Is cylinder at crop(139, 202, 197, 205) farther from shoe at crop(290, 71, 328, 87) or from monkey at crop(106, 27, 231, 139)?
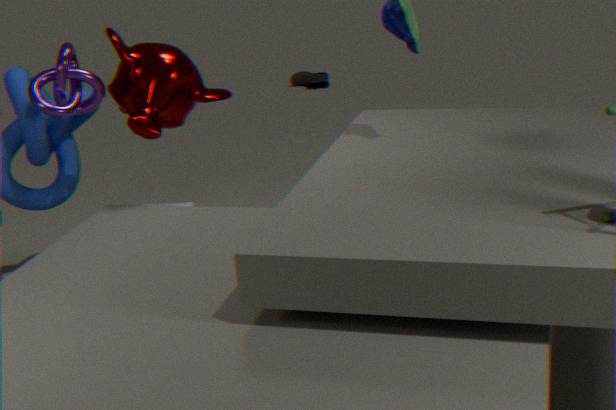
shoe at crop(290, 71, 328, 87)
